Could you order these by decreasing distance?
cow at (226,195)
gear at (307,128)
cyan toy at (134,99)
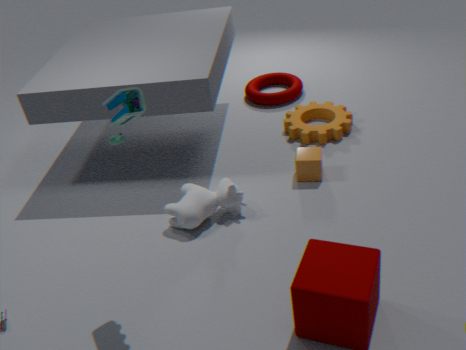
gear at (307,128) < cow at (226,195) < cyan toy at (134,99)
